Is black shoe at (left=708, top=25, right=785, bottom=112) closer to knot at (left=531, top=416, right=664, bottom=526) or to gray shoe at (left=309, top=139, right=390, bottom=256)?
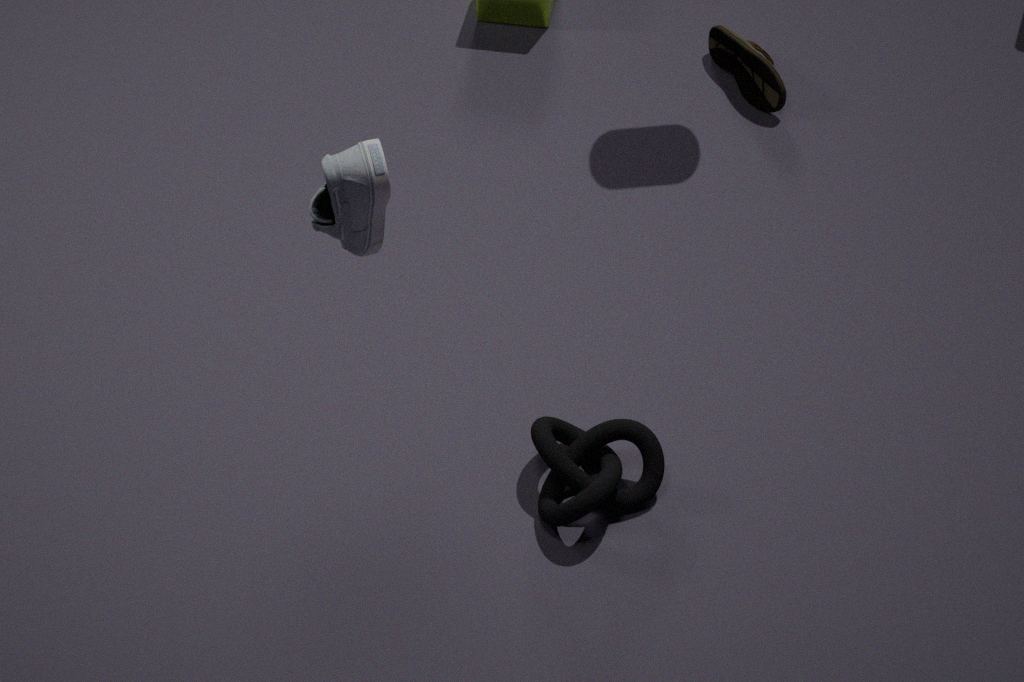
knot at (left=531, top=416, right=664, bottom=526)
